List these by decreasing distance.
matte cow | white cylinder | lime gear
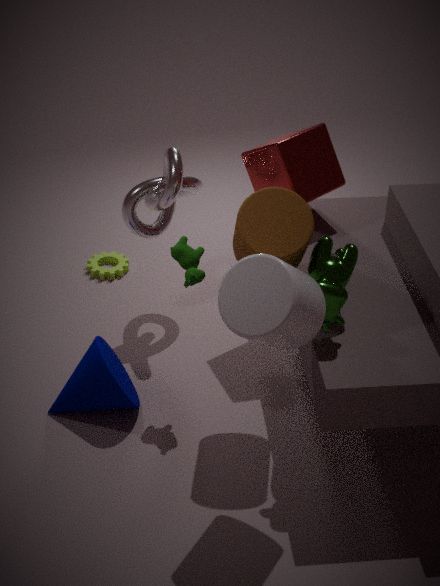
lime gear < matte cow < white cylinder
